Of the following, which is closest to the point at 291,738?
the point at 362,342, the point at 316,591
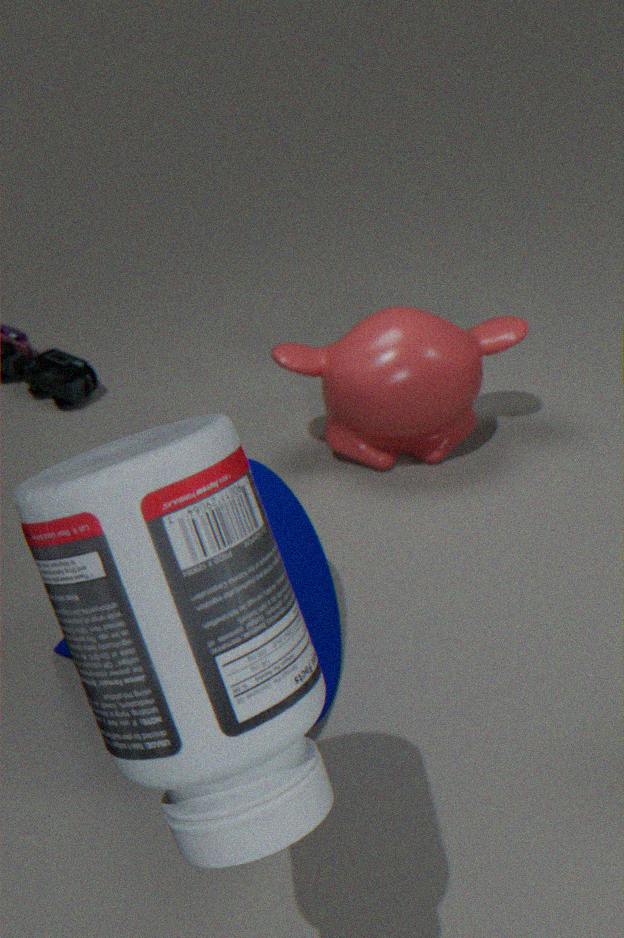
the point at 316,591
